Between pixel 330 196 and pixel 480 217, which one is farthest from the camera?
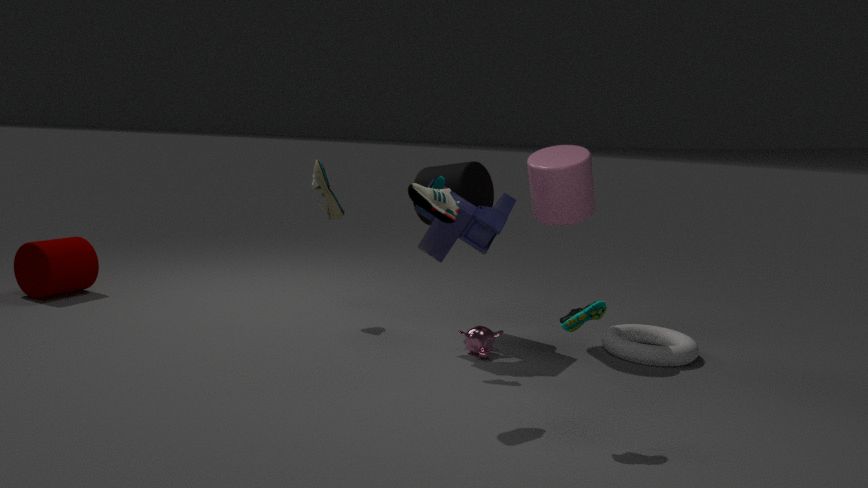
pixel 330 196
